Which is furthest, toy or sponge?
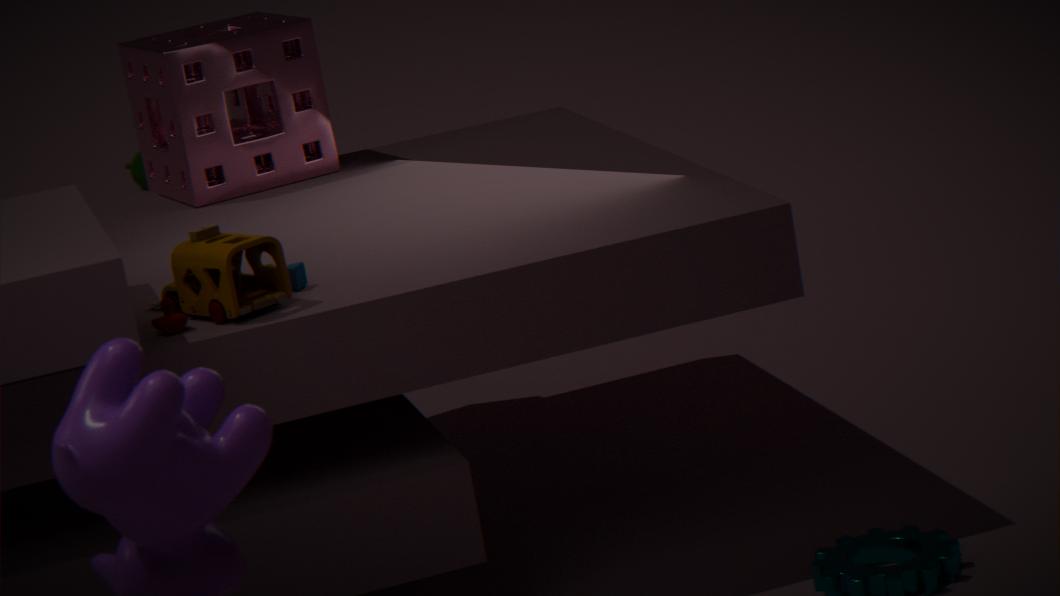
sponge
